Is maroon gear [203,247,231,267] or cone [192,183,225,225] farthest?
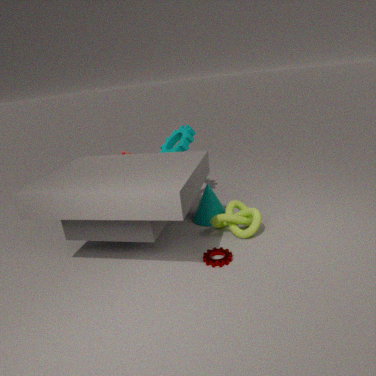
cone [192,183,225,225]
